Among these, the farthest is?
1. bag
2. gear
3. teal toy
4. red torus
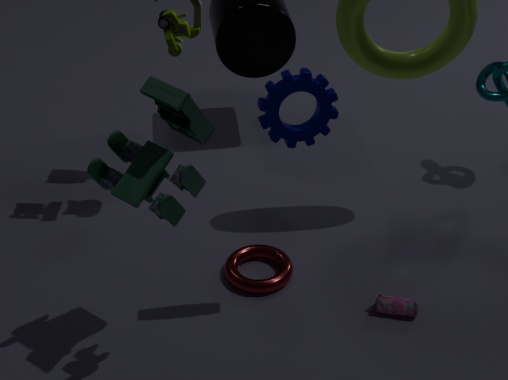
red torus
